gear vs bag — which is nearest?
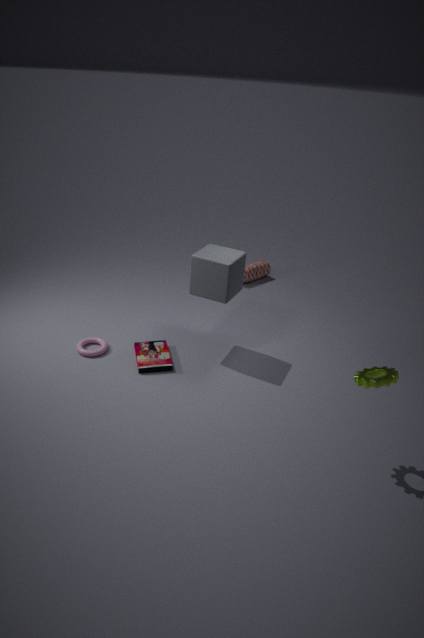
gear
